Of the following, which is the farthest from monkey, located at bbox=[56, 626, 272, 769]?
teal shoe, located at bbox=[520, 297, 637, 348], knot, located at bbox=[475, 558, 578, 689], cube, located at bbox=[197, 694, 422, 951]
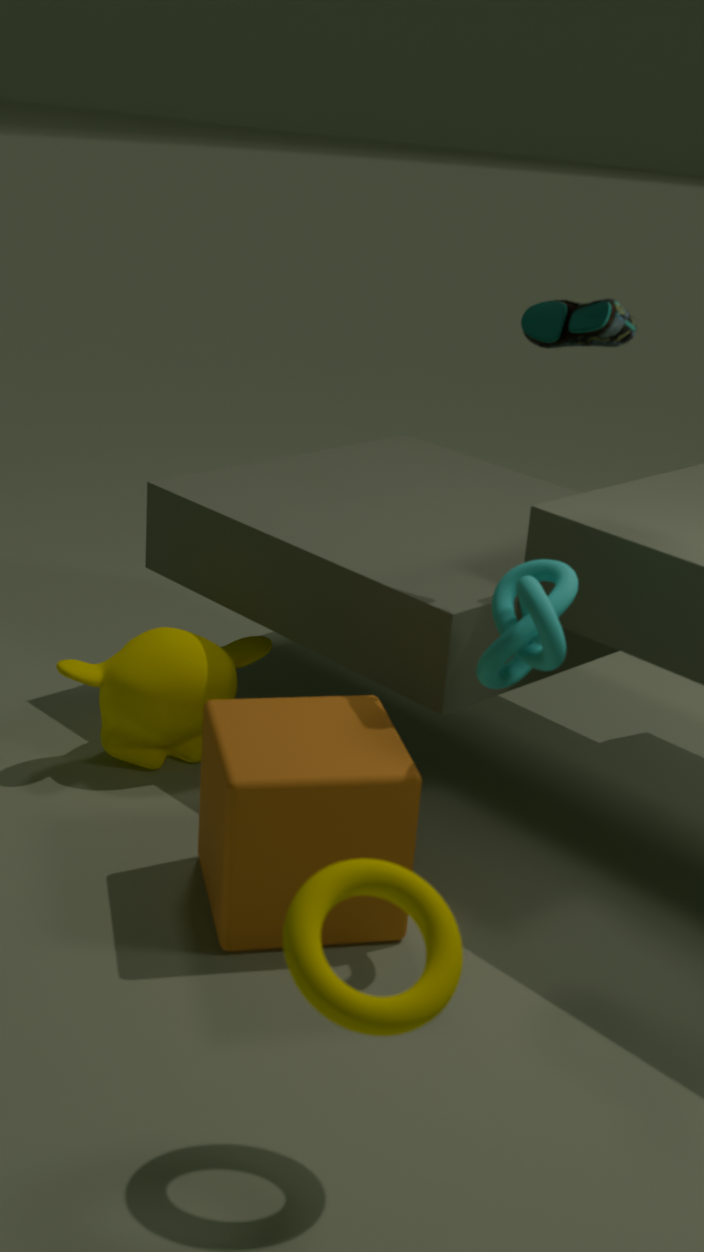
teal shoe, located at bbox=[520, 297, 637, 348]
